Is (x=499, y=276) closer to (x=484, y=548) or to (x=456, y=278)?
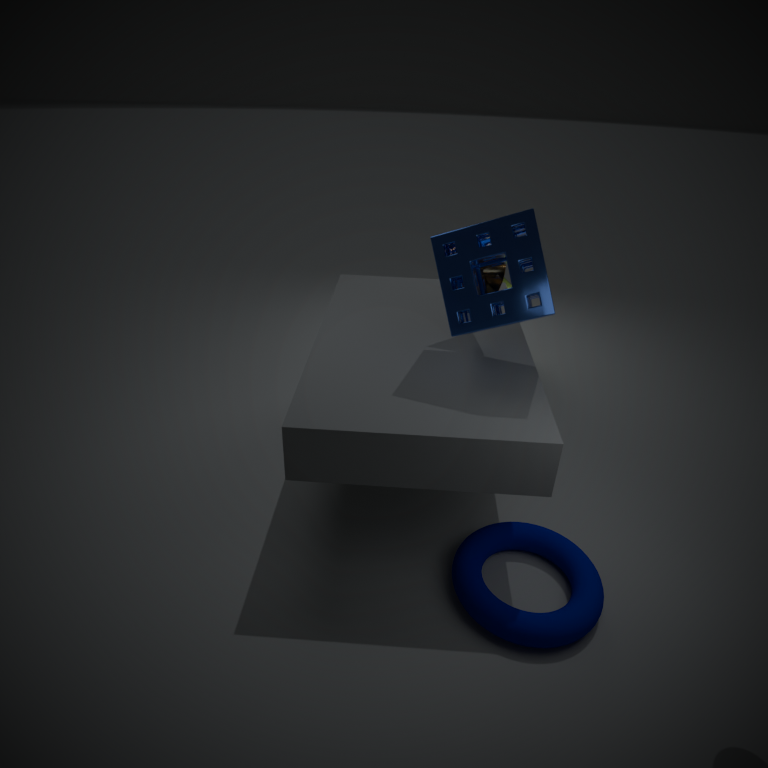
(x=456, y=278)
